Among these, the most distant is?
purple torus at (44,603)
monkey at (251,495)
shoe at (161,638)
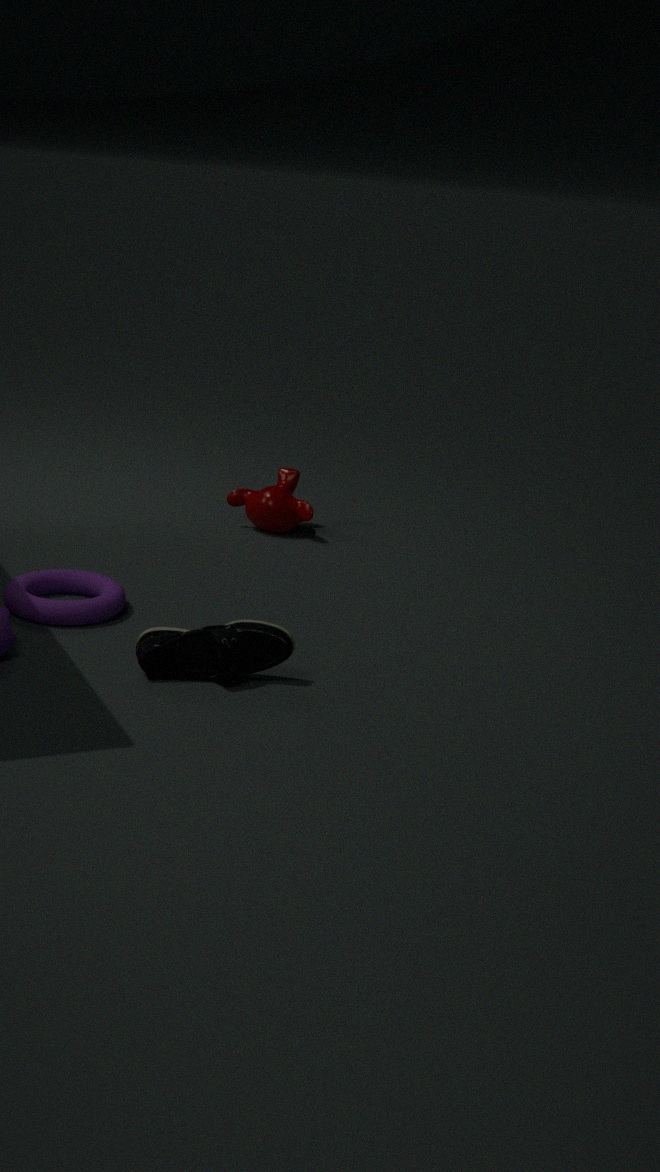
monkey at (251,495)
